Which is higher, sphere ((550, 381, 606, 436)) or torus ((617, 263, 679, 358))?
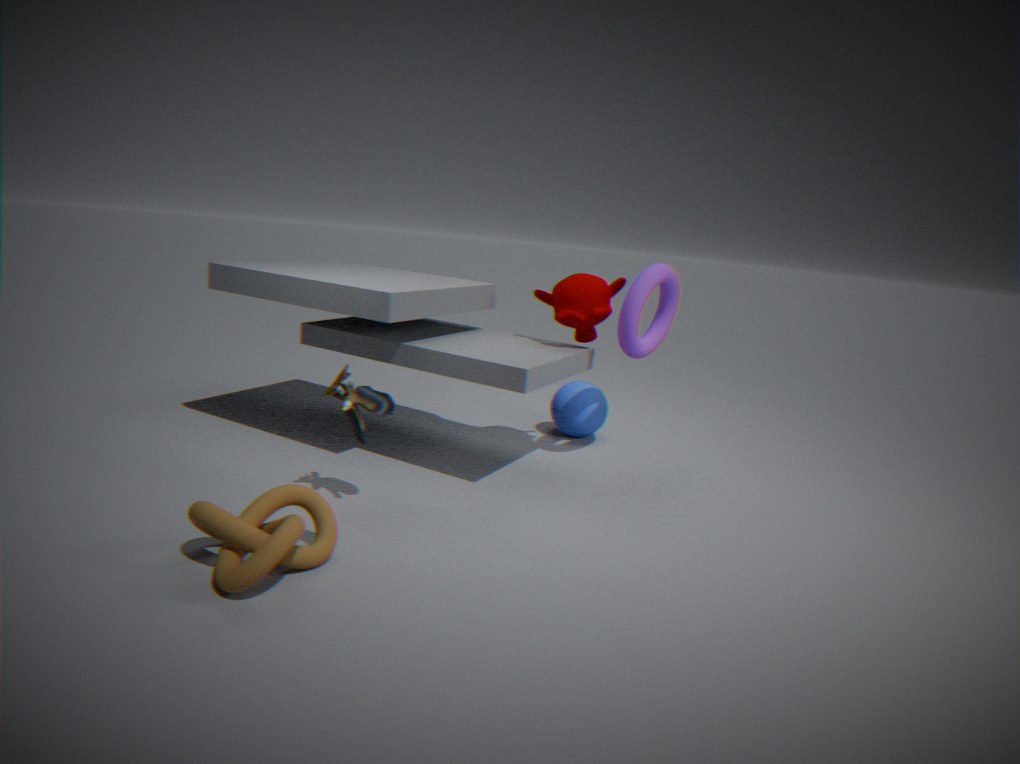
torus ((617, 263, 679, 358))
